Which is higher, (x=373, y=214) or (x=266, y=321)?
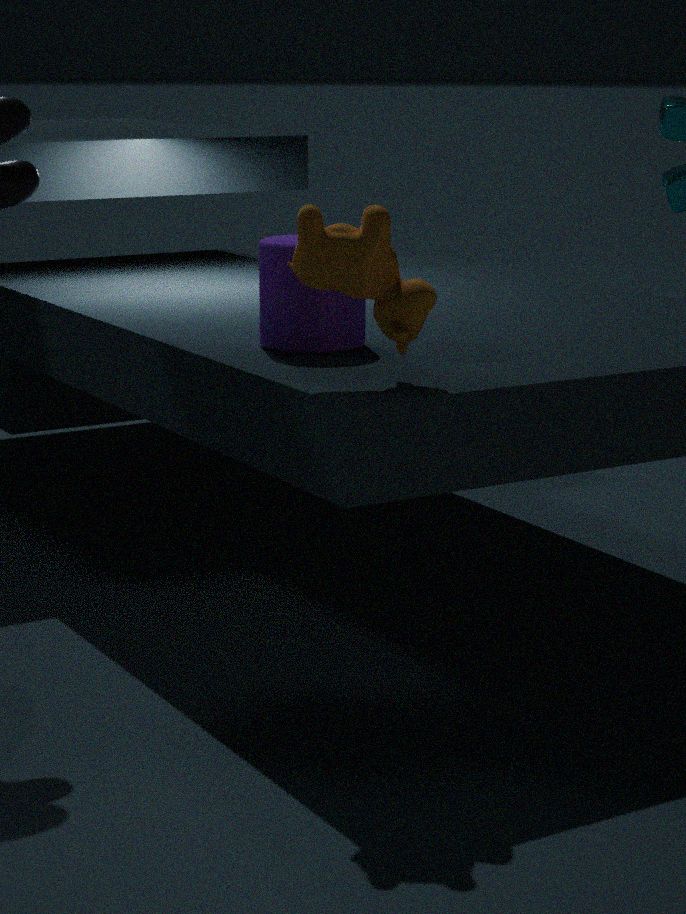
(x=373, y=214)
